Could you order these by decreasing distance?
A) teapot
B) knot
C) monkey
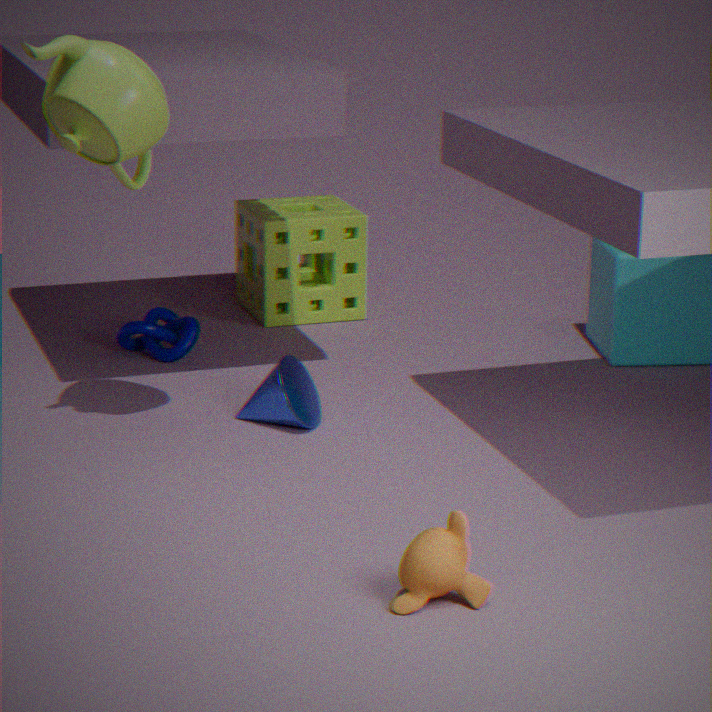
1. knot
2. teapot
3. monkey
